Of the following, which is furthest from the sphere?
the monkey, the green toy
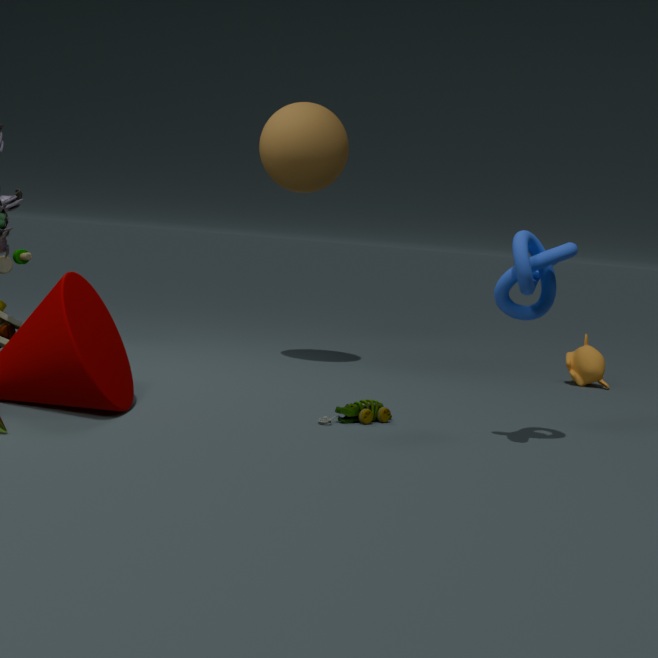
the monkey
